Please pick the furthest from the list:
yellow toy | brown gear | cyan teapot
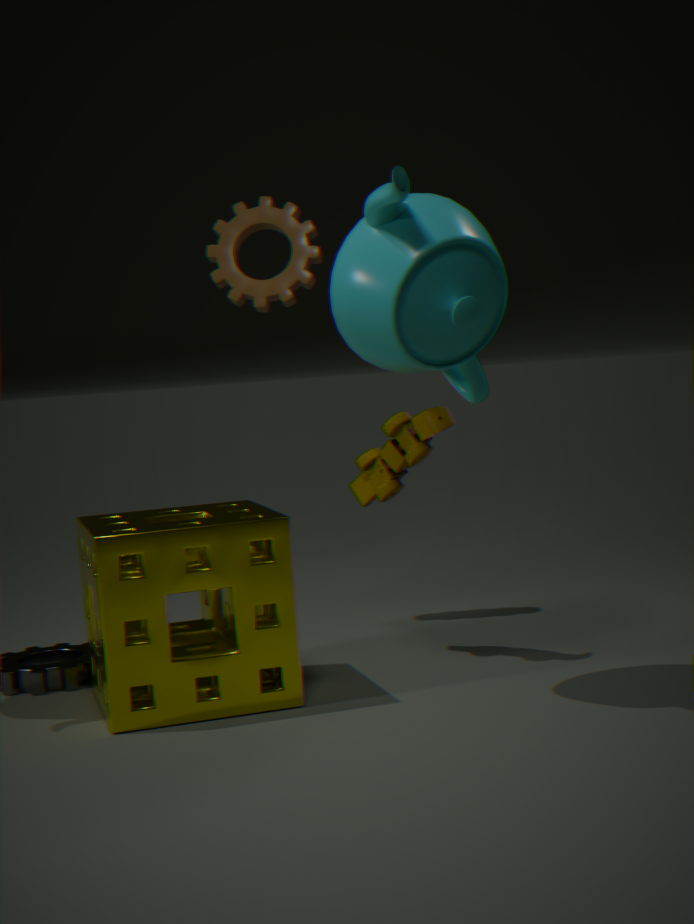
brown gear
